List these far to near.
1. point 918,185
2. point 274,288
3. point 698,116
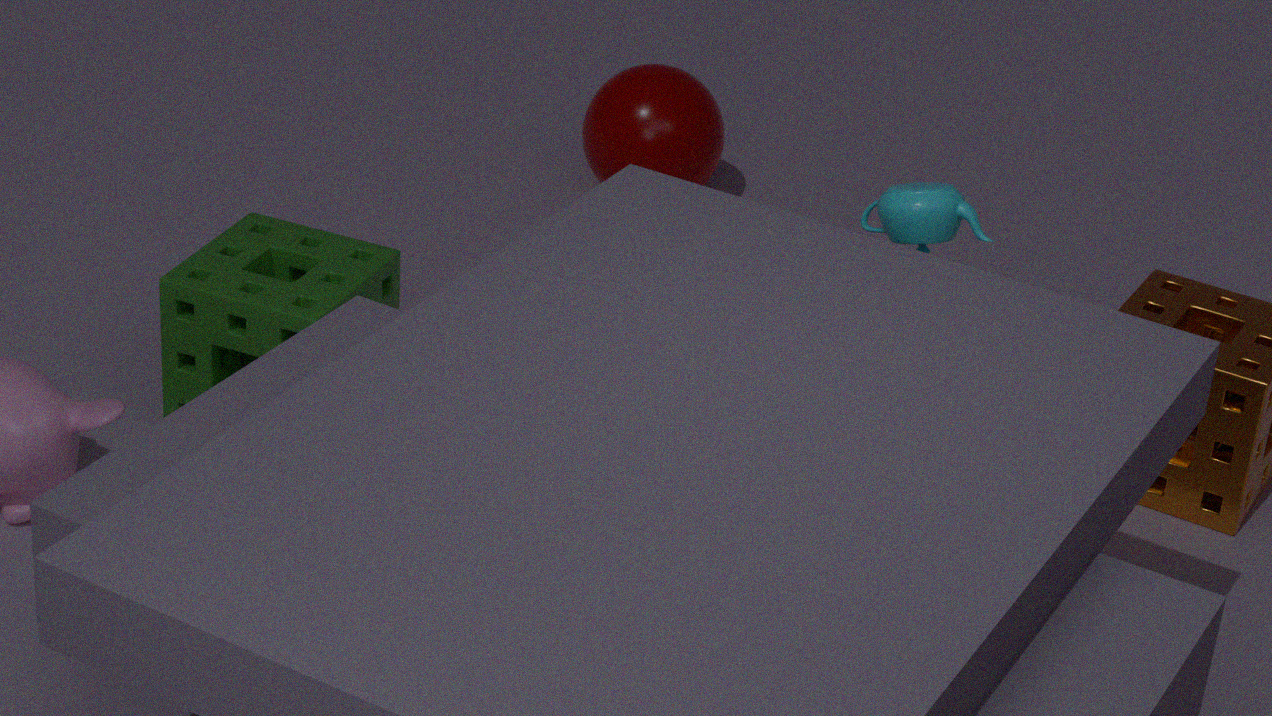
point 698,116, point 274,288, point 918,185
